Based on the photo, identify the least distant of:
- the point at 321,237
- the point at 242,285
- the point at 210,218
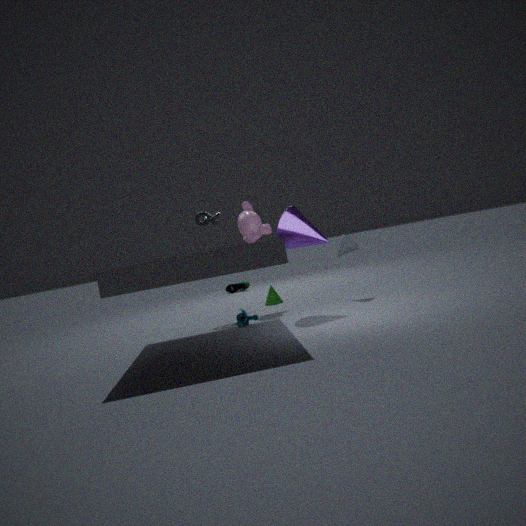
the point at 321,237
